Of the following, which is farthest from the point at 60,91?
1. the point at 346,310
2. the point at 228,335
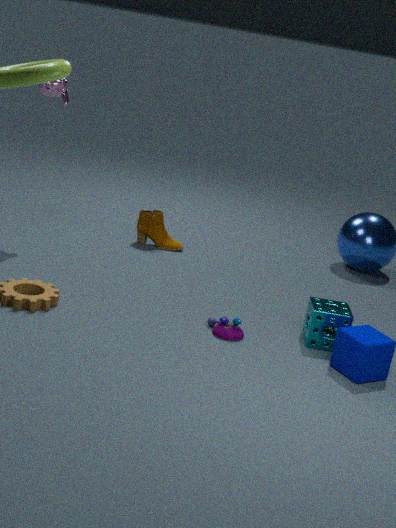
the point at 346,310
